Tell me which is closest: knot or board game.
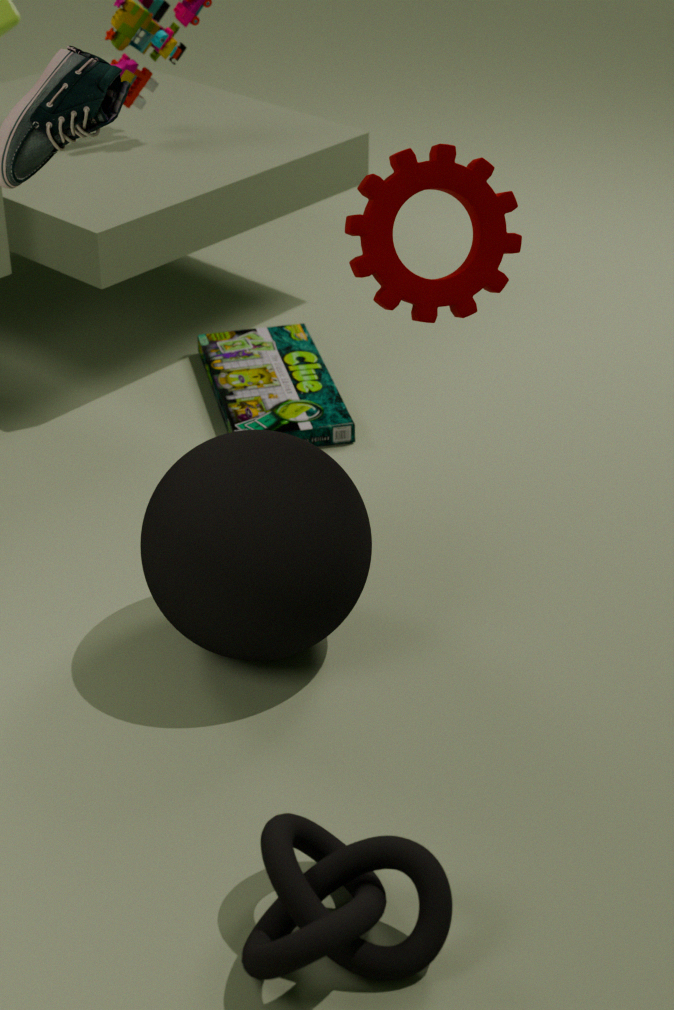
knot
